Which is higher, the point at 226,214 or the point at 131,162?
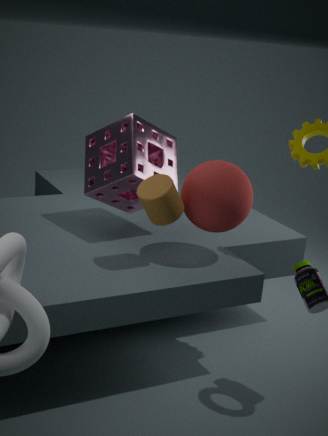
the point at 131,162
